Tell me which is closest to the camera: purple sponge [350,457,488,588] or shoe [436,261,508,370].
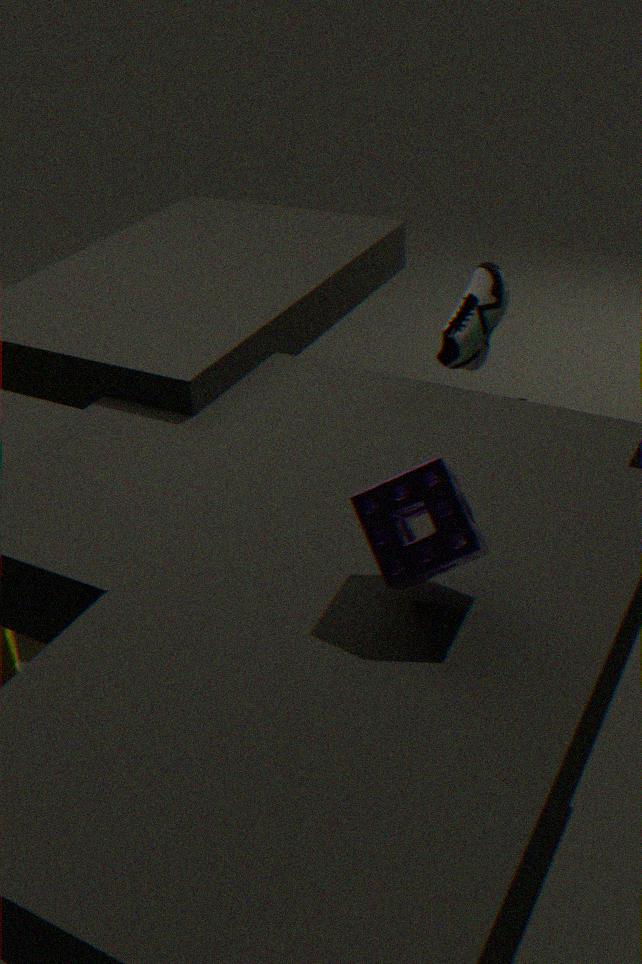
purple sponge [350,457,488,588]
